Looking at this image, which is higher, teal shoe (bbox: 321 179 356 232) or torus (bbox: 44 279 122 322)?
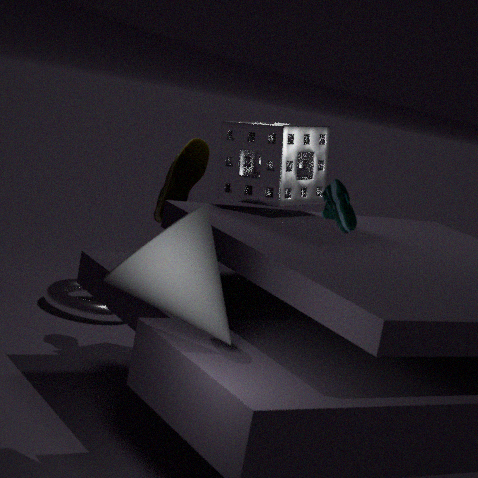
teal shoe (bbox: 321 179 356 232)
